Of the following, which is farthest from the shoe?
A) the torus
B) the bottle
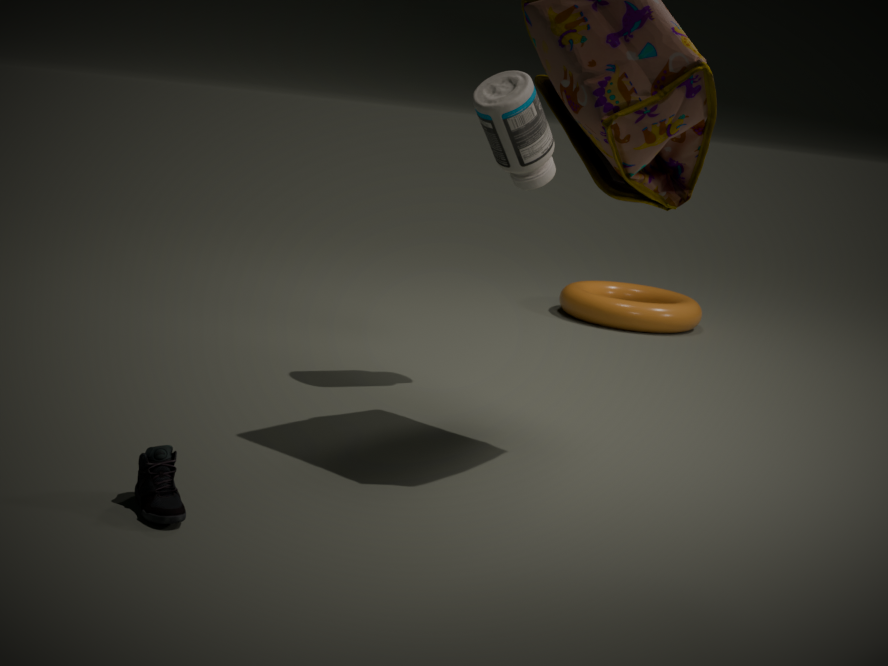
the torus
